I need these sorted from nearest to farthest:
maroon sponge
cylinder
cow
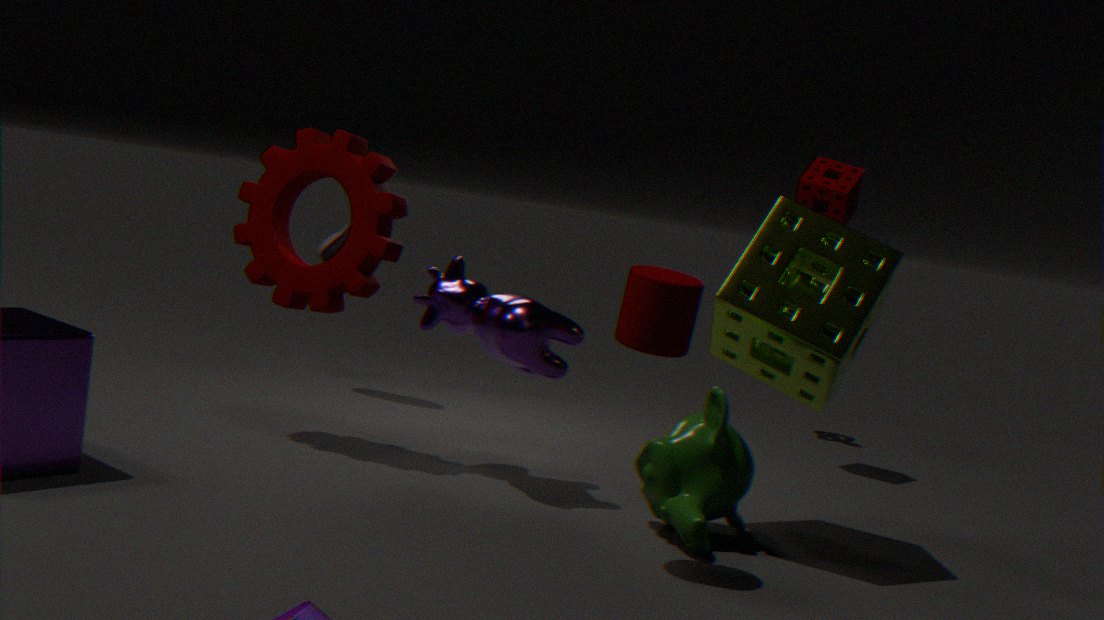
cylinder → cow → maroon sponge
